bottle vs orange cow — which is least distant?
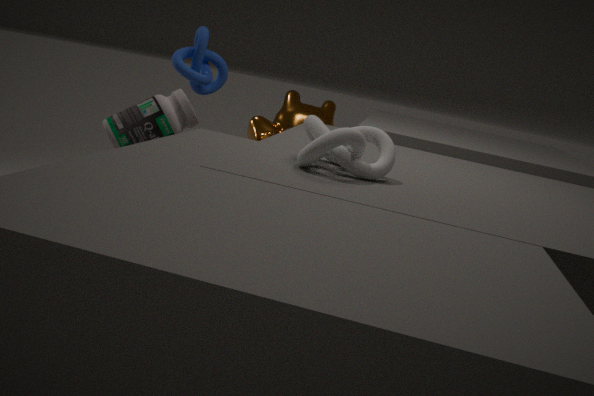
bottle
